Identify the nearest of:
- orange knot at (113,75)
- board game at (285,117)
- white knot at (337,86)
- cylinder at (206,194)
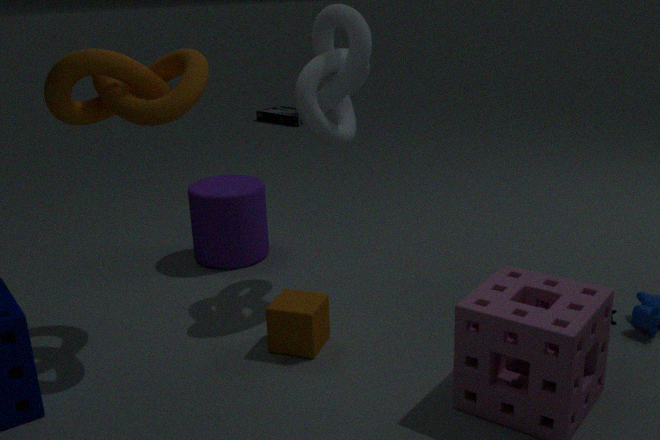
orange knot at (113,75)
